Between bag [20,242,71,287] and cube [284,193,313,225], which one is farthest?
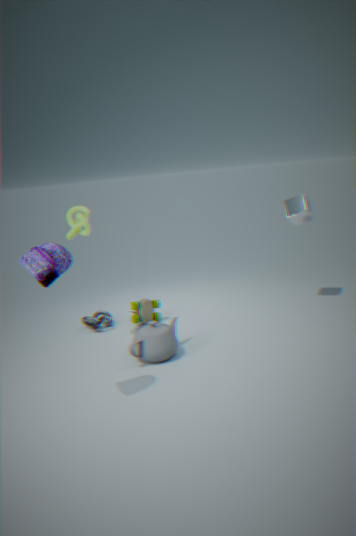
cube [284,193,313,225]
